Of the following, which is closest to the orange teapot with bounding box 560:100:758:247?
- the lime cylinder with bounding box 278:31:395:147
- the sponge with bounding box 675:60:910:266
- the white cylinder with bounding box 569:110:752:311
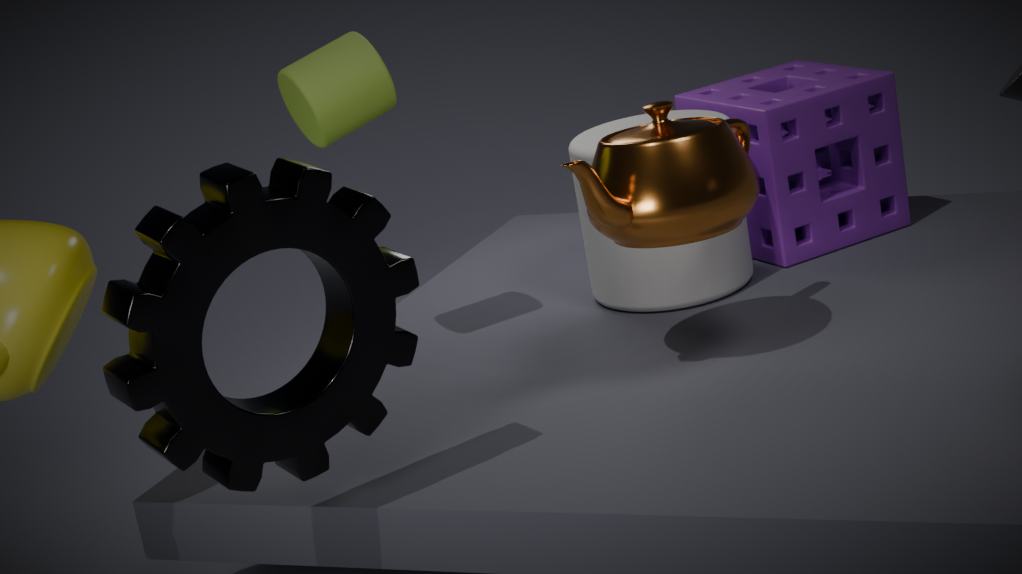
the white cylinder with bounding box 569:110:752:311
